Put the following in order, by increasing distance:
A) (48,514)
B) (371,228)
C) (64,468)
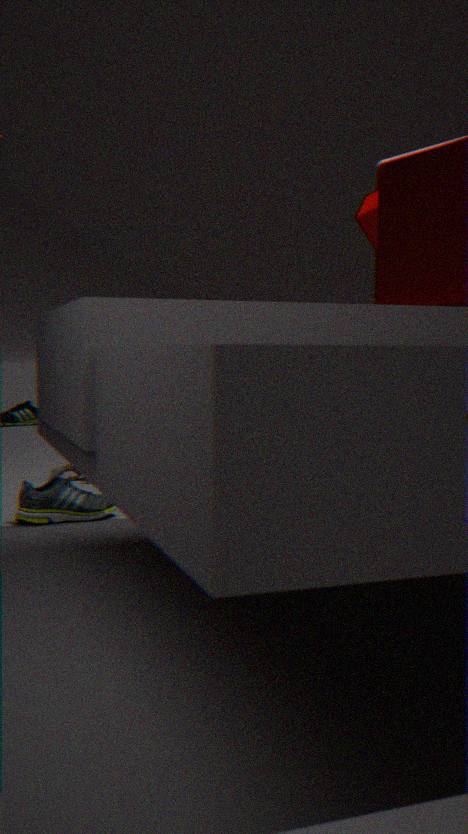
(48,514) → (371,228) → (64,468)
